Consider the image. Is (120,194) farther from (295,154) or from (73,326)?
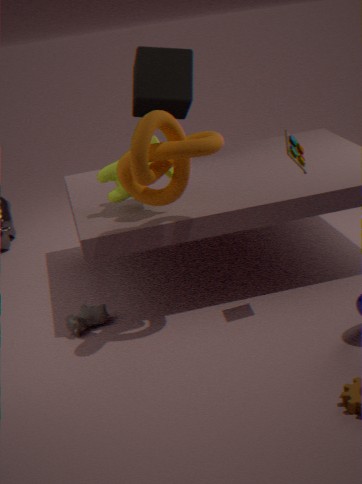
(295,154)
